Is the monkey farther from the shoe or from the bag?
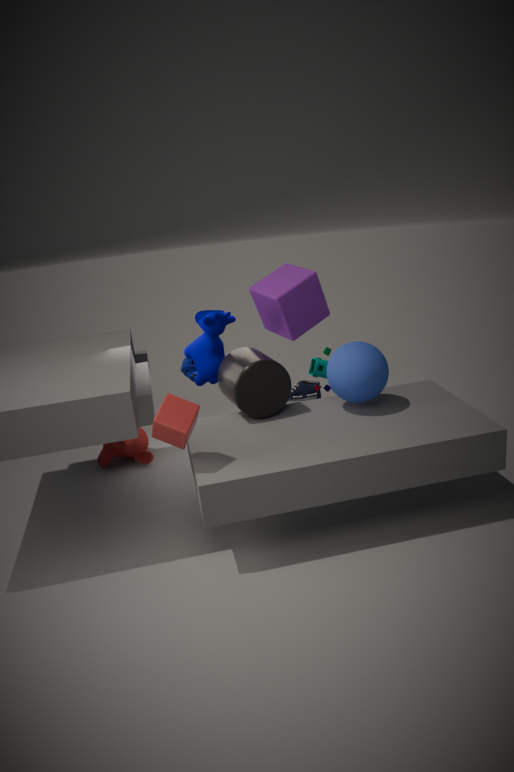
the shoe
